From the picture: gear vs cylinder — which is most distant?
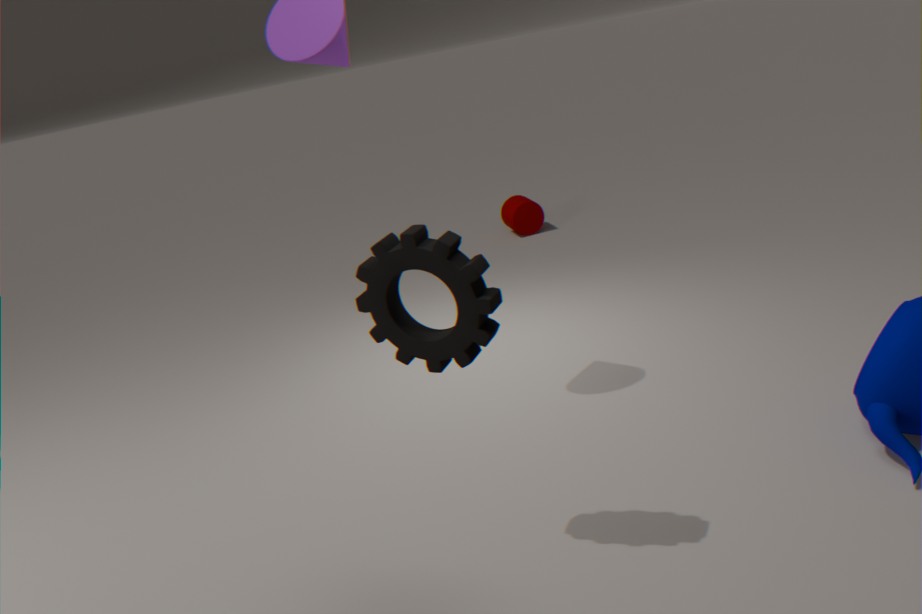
cylinder
